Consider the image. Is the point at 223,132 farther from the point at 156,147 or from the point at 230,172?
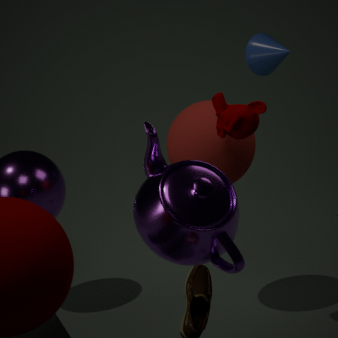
the point at 156,147
